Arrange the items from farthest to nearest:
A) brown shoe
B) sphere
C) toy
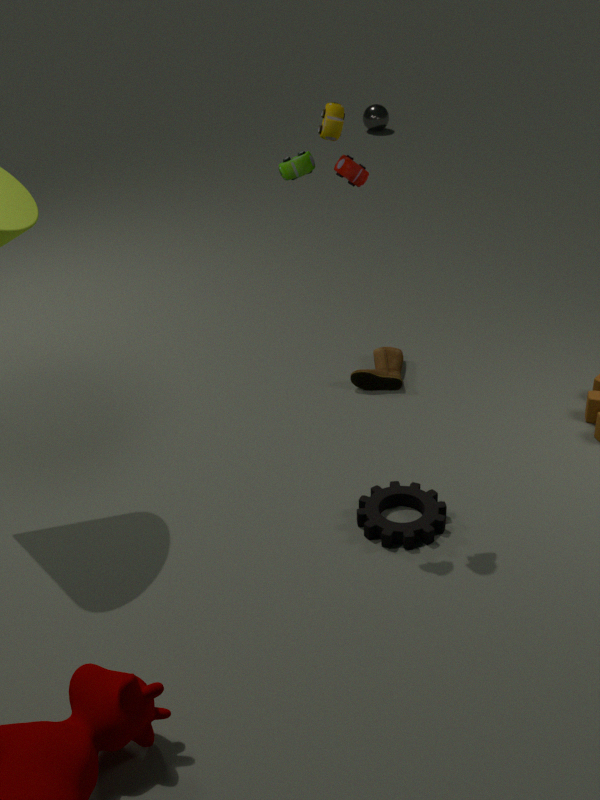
sphere < brown shoe < toy
